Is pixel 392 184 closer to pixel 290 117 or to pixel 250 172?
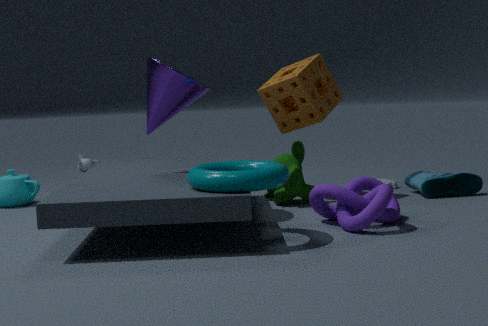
pixel 290 117
